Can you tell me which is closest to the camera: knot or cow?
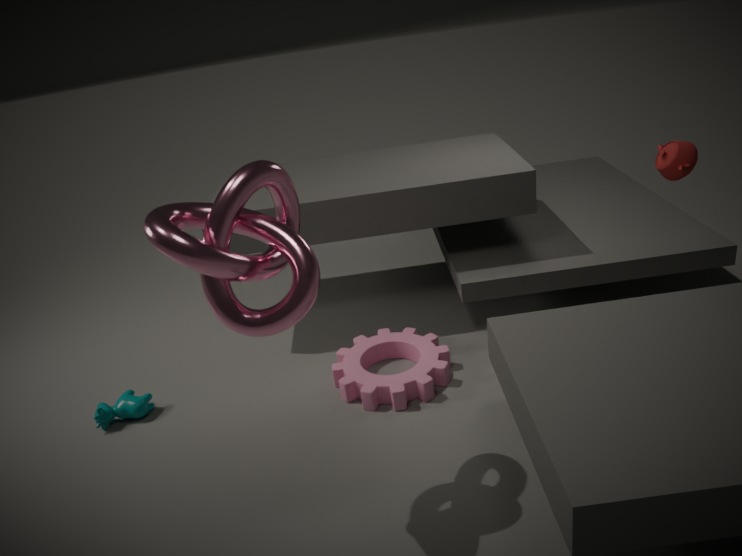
knot
